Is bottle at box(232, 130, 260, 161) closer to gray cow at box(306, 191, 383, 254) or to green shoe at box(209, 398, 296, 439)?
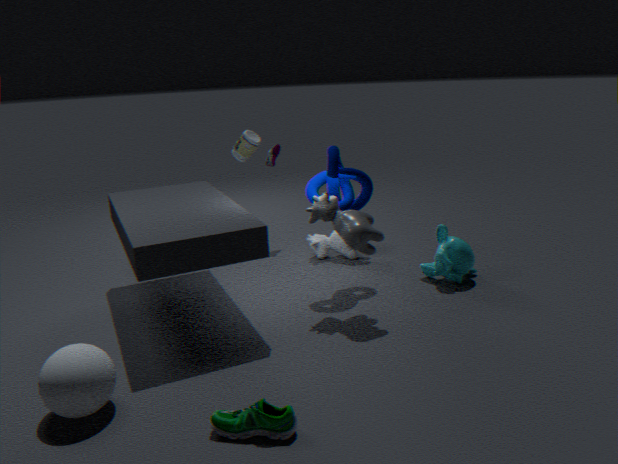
gray cow at box(306, 191, 383, 254)
